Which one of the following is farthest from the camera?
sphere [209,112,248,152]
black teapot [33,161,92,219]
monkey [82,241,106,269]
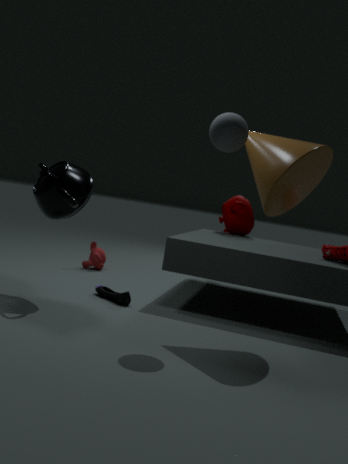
monkey [82,241,106,269]
